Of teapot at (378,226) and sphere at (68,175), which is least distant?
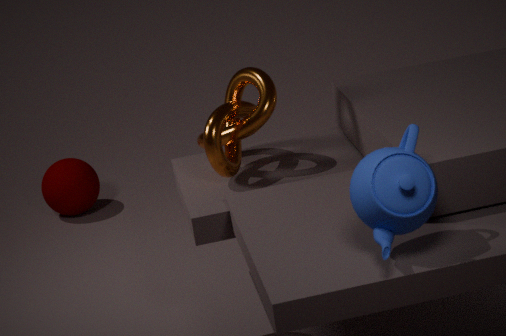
teapot at (378,226)
